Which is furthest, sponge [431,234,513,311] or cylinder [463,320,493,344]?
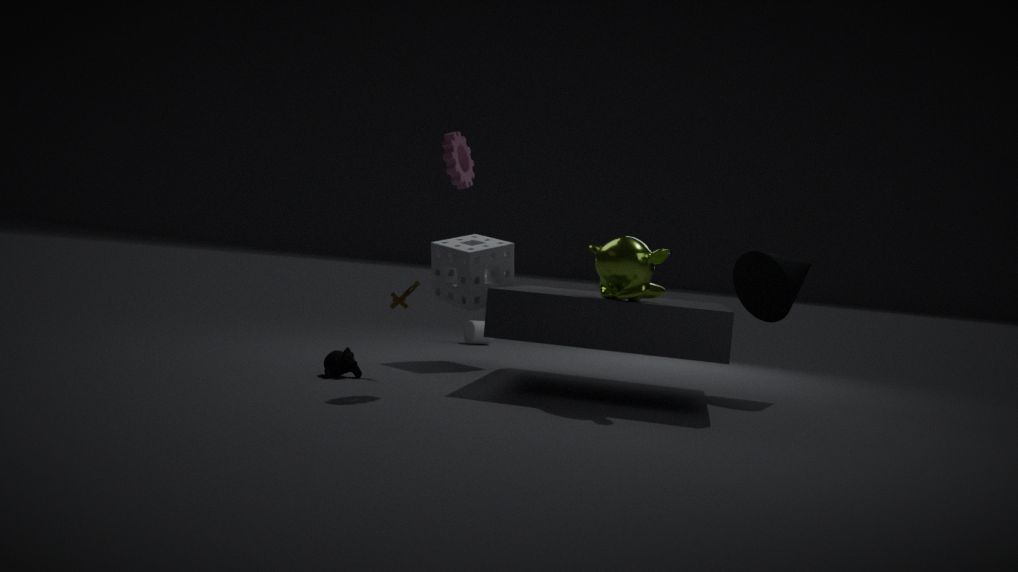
cylinder [463,320,493,344]
